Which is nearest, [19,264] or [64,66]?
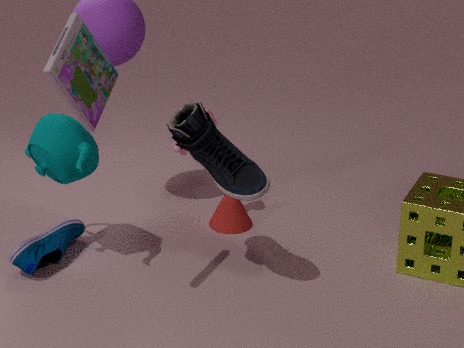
[64,66]
